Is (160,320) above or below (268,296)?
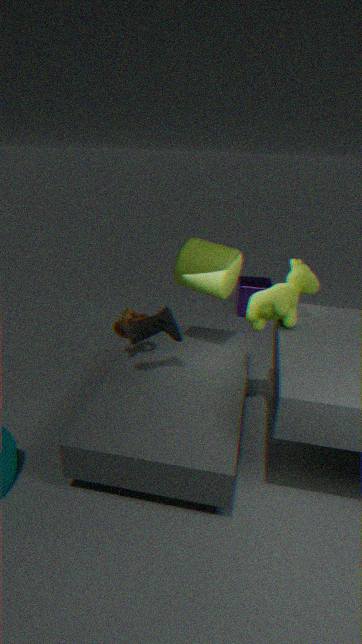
below
